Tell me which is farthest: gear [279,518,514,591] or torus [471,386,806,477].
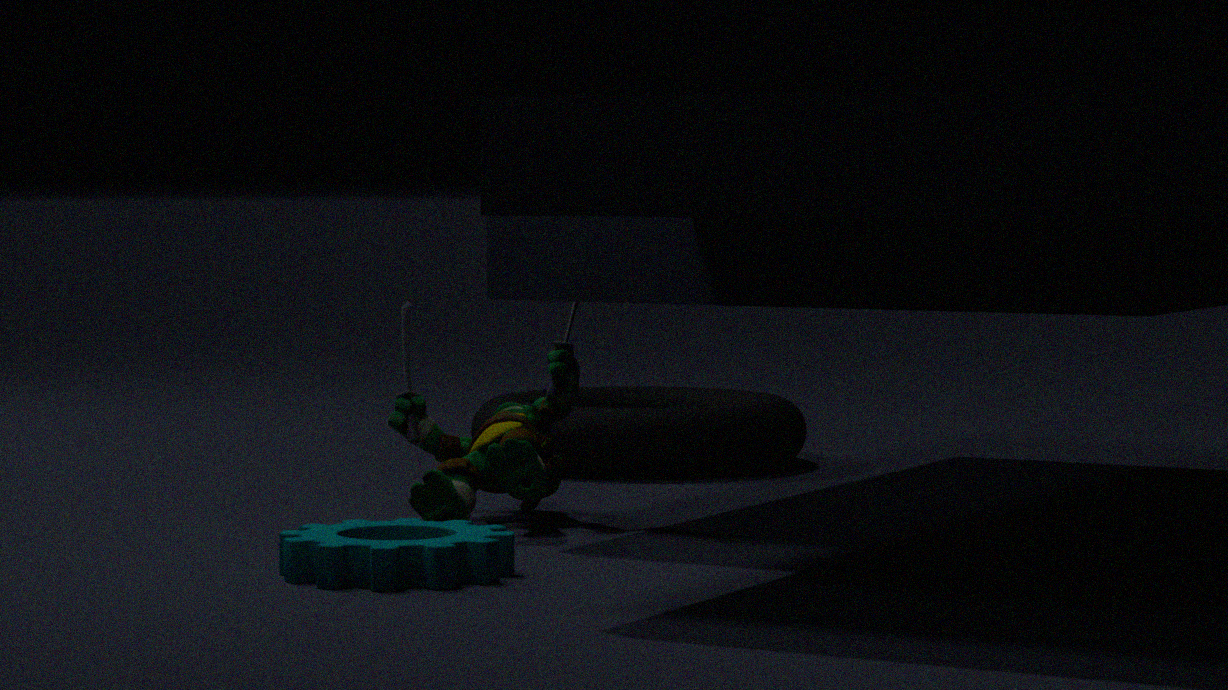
torus [471,386,806,477]
